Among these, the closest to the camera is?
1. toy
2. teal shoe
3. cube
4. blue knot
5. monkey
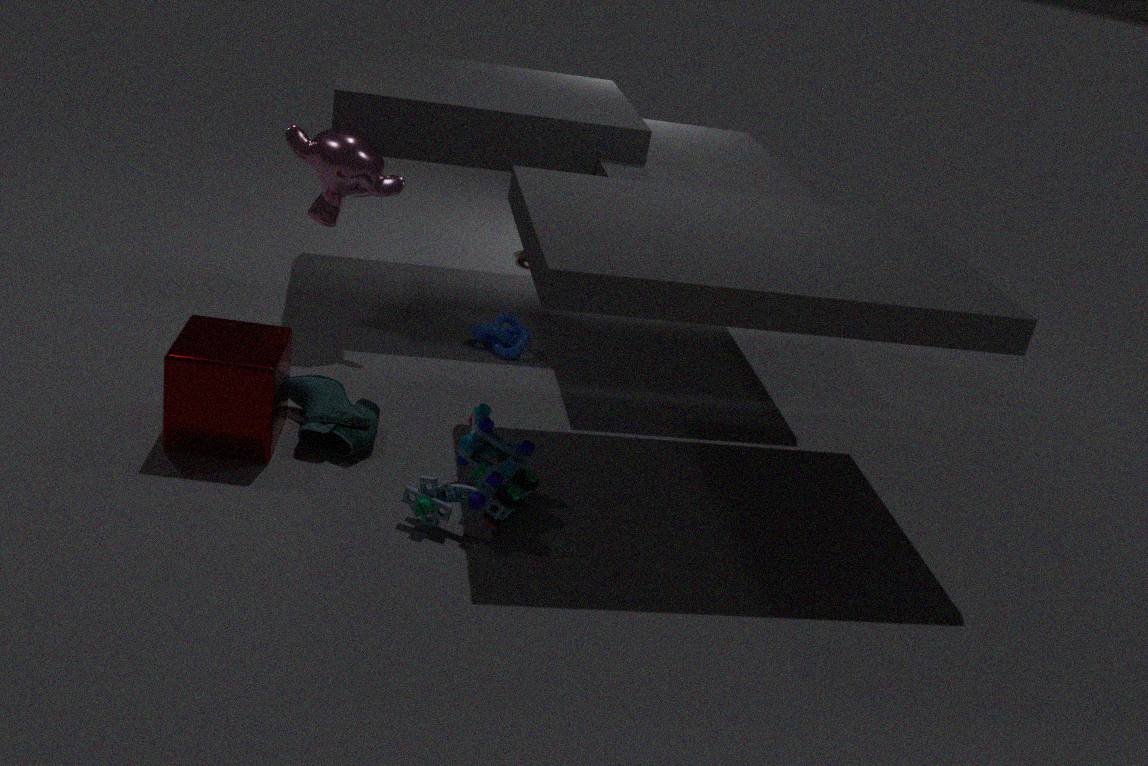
toy
